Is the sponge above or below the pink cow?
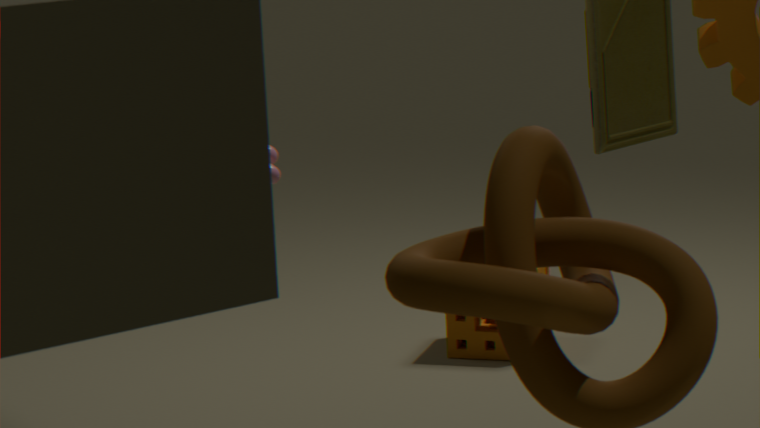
below
